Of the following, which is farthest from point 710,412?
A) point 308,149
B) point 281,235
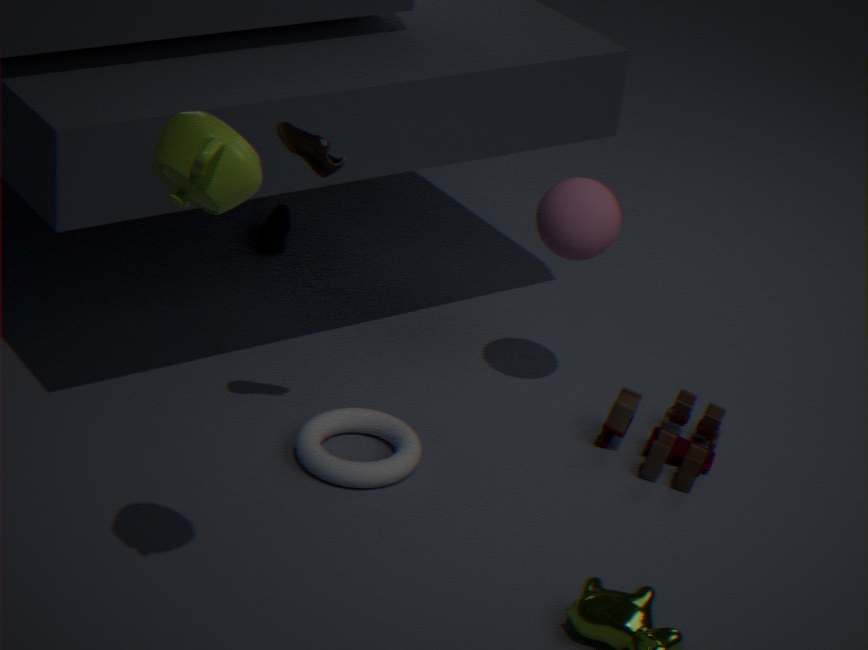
point 281,235
